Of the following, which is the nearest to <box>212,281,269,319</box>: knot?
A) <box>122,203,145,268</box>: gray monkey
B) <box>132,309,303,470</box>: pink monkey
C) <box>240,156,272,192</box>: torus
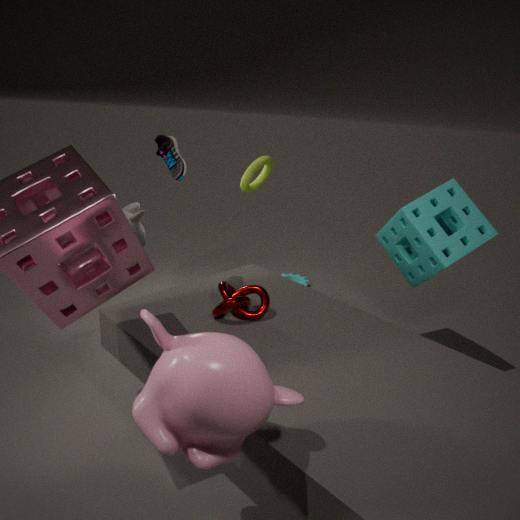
<box>132,309,303,470</box>: pink monkey
